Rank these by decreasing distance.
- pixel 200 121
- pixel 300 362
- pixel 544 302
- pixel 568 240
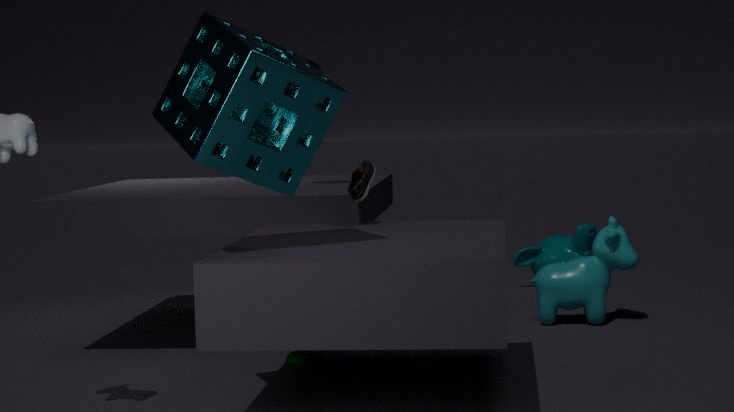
1. pixel 568 240
2. pixel 544 302
3. pixel 300 362
4. pixel 200 121
